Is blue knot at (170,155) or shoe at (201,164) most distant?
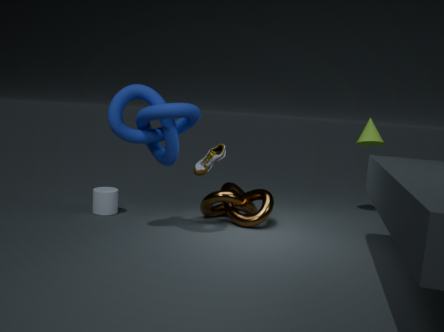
shoe at (201,164)
